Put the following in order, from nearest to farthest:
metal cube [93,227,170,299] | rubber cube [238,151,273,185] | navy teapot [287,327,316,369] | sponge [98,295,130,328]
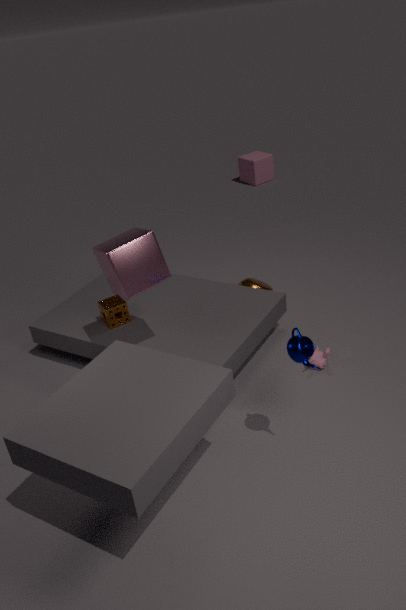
1. navy teapot [287,327,316,369]
2. metal cube [93,227,170,299]
3. sponge [98,295,130,328]
4. rubber cube [238,151,273,185]
